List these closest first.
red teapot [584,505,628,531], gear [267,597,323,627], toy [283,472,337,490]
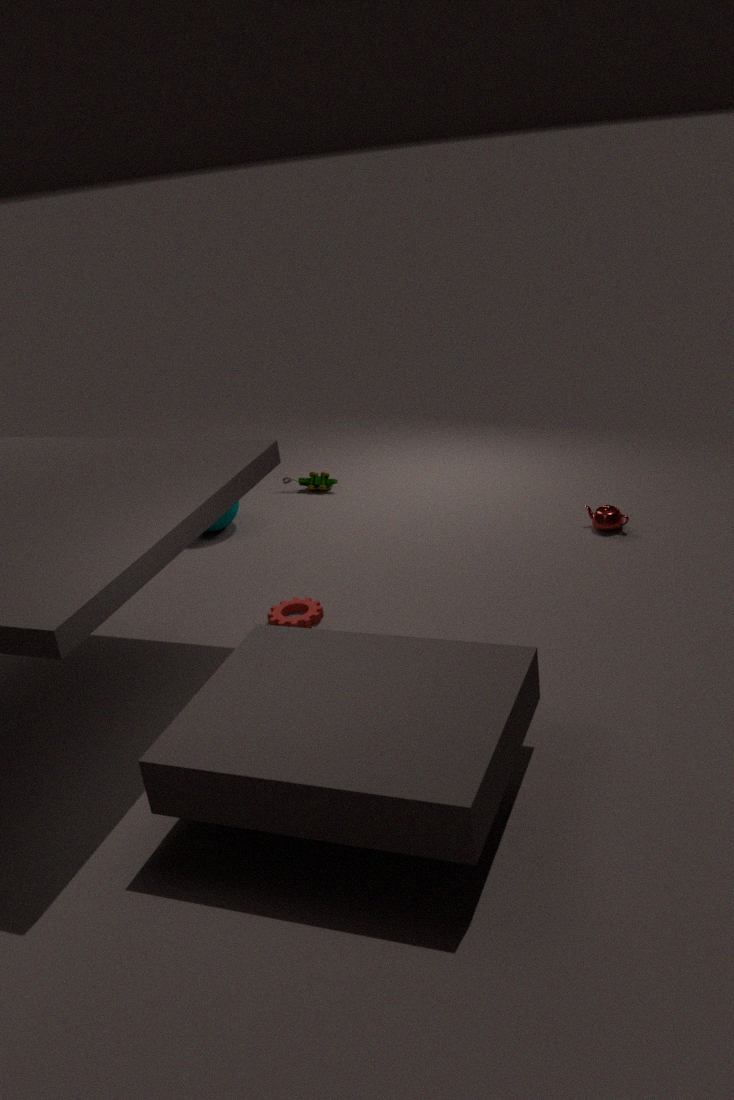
gear [267,597,323,627] → red teapot [584,505,628,531] → toy [283,472,337,490]
